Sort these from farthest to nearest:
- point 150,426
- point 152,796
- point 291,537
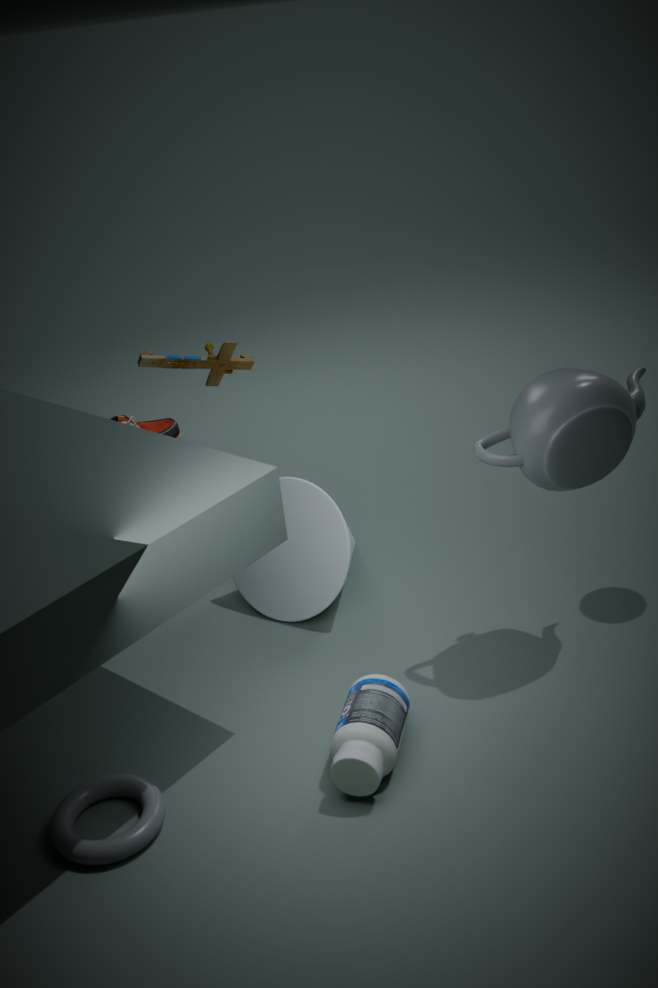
point 150,426
point 291,537
point 152,796
